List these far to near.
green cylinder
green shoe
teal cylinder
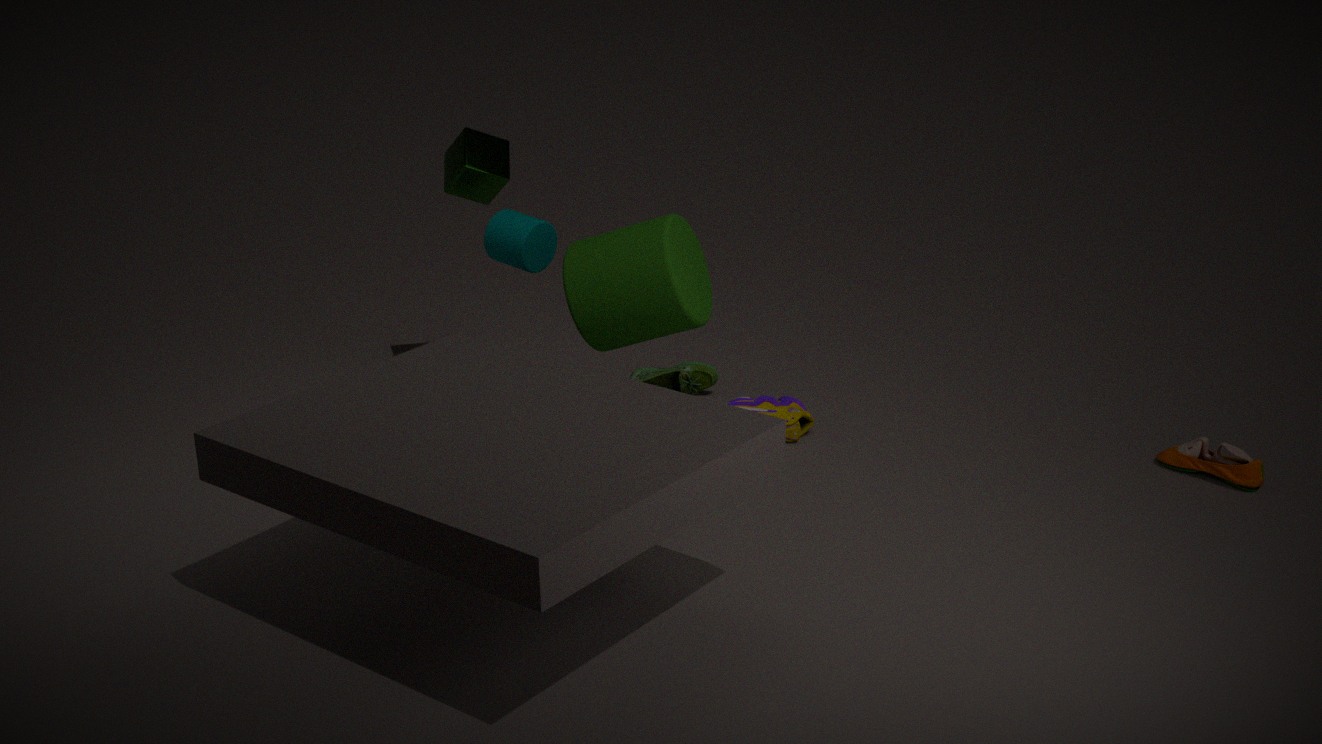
1. green shoe
2. teal cylinder
3. green cylinder
